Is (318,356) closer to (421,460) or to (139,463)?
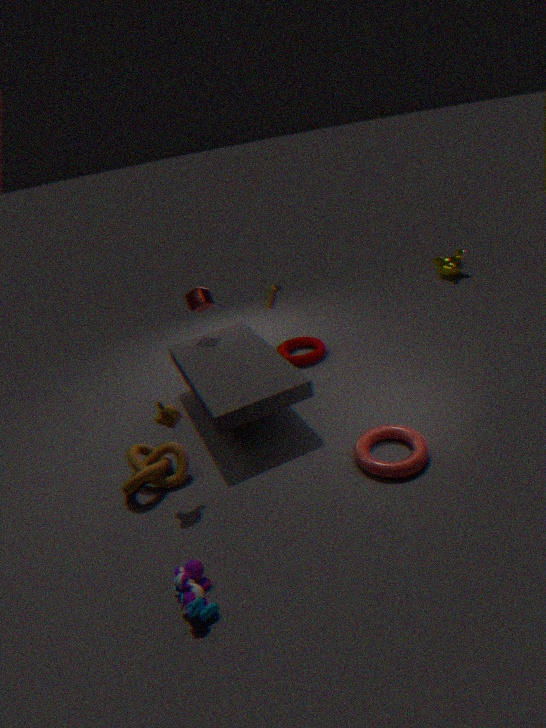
(421,460)
